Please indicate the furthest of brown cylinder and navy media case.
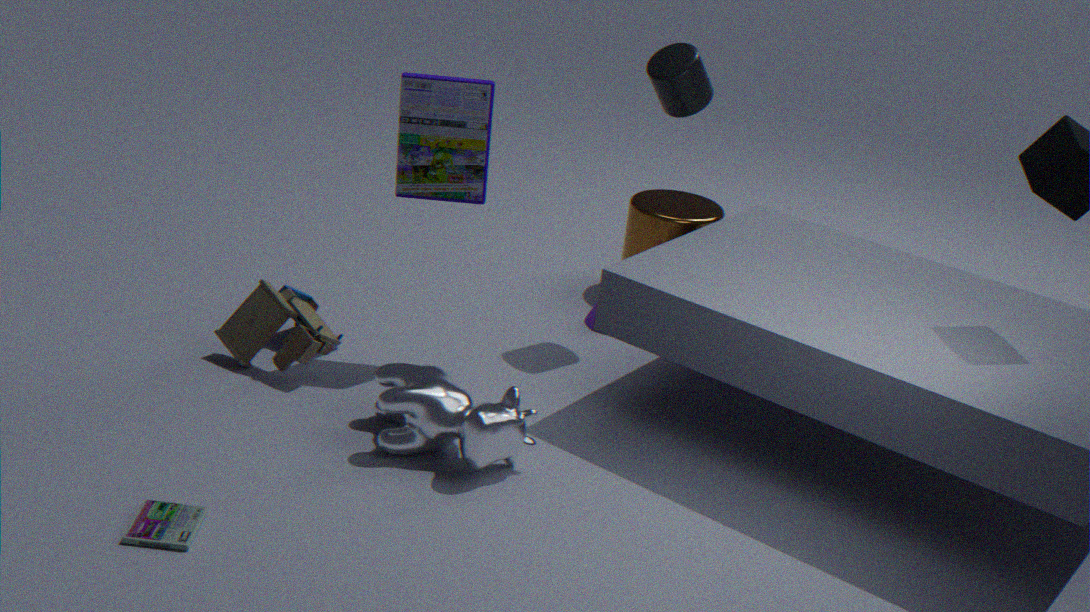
brown cylinder
